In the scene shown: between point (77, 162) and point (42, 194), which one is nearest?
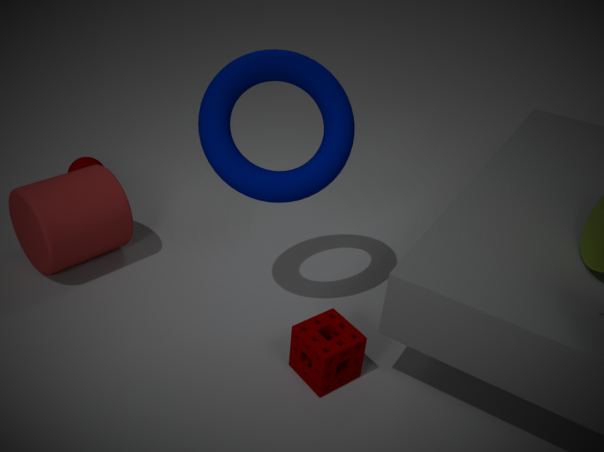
point (42, 194)
